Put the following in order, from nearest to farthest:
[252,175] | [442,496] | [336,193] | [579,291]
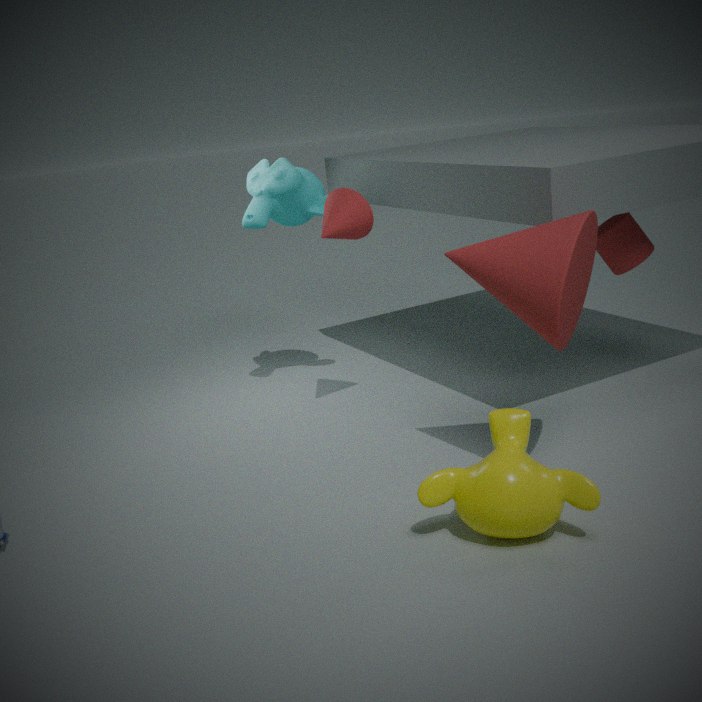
1. [442,496]
2. [579,291]
3. [336,193]
4. [252,175]
